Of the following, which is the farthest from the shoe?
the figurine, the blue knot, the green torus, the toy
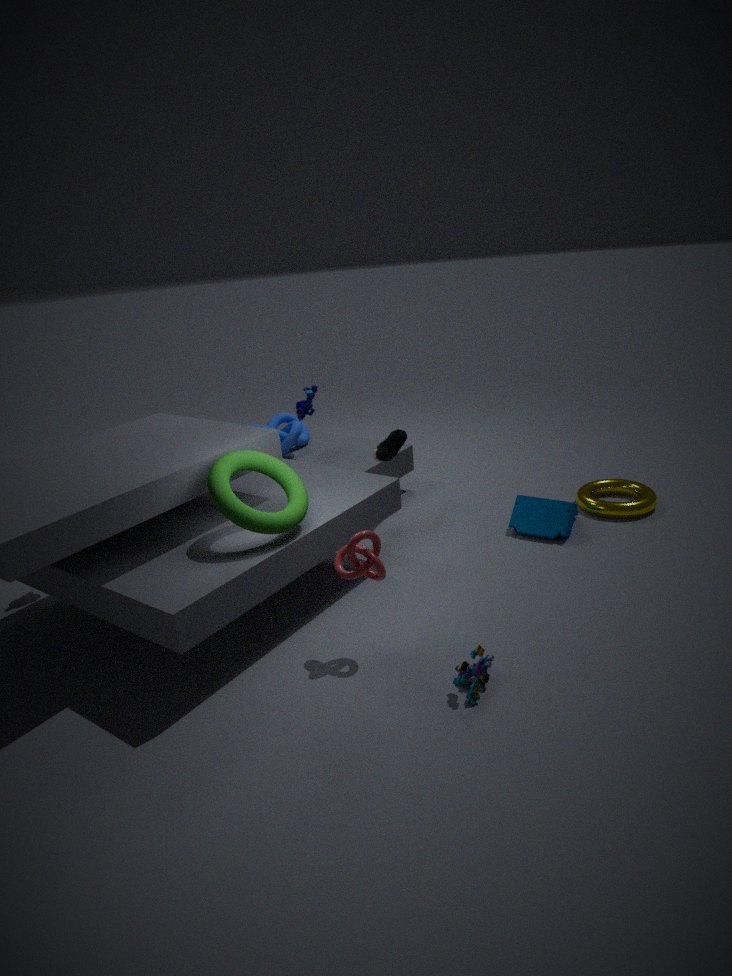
the green torus
